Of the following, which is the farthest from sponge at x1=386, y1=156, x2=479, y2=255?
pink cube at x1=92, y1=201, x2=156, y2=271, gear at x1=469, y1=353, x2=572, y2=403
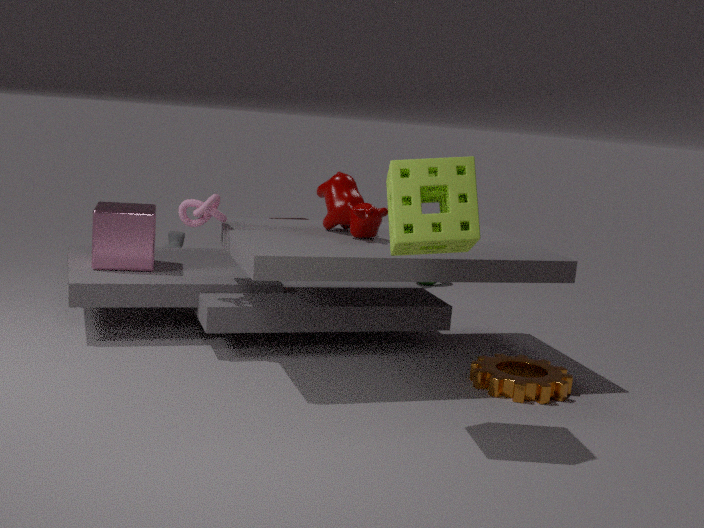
pink cube at x1=92, y1=201, x2=156, y2=271
